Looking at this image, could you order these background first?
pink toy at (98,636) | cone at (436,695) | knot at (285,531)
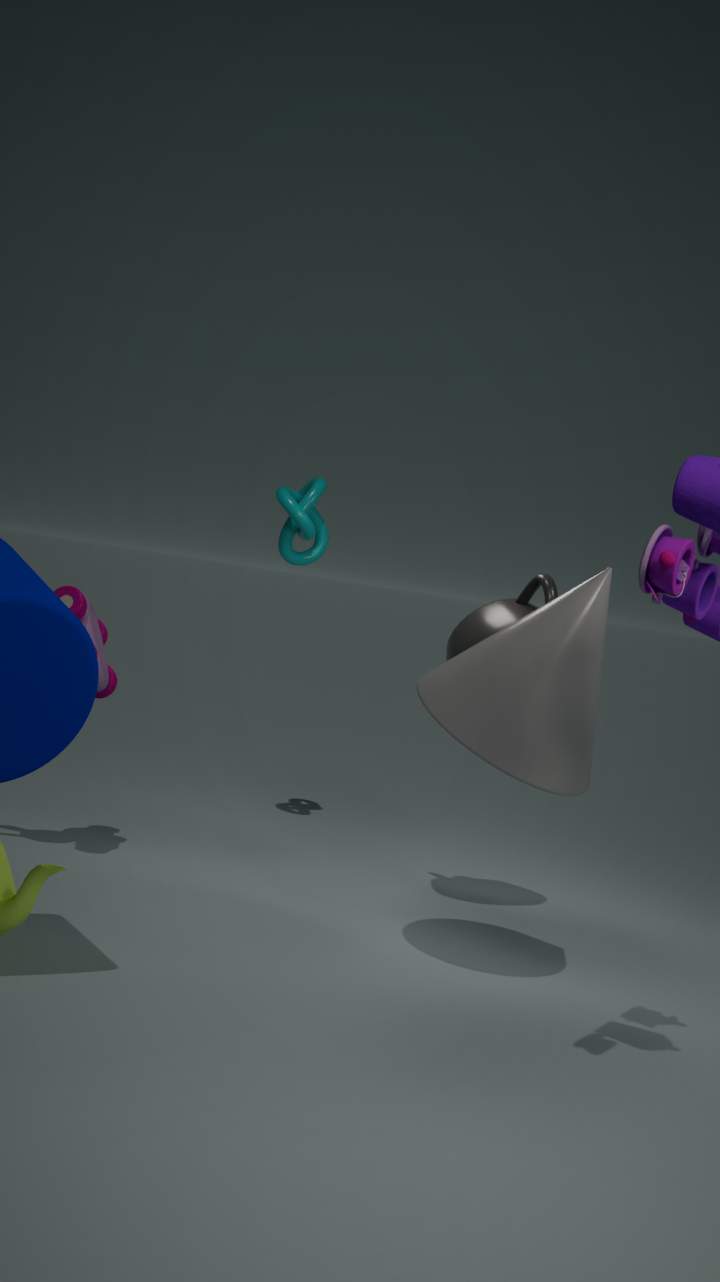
knot at (285,531) → pink toy at (98,636) → cone at (436,695)
